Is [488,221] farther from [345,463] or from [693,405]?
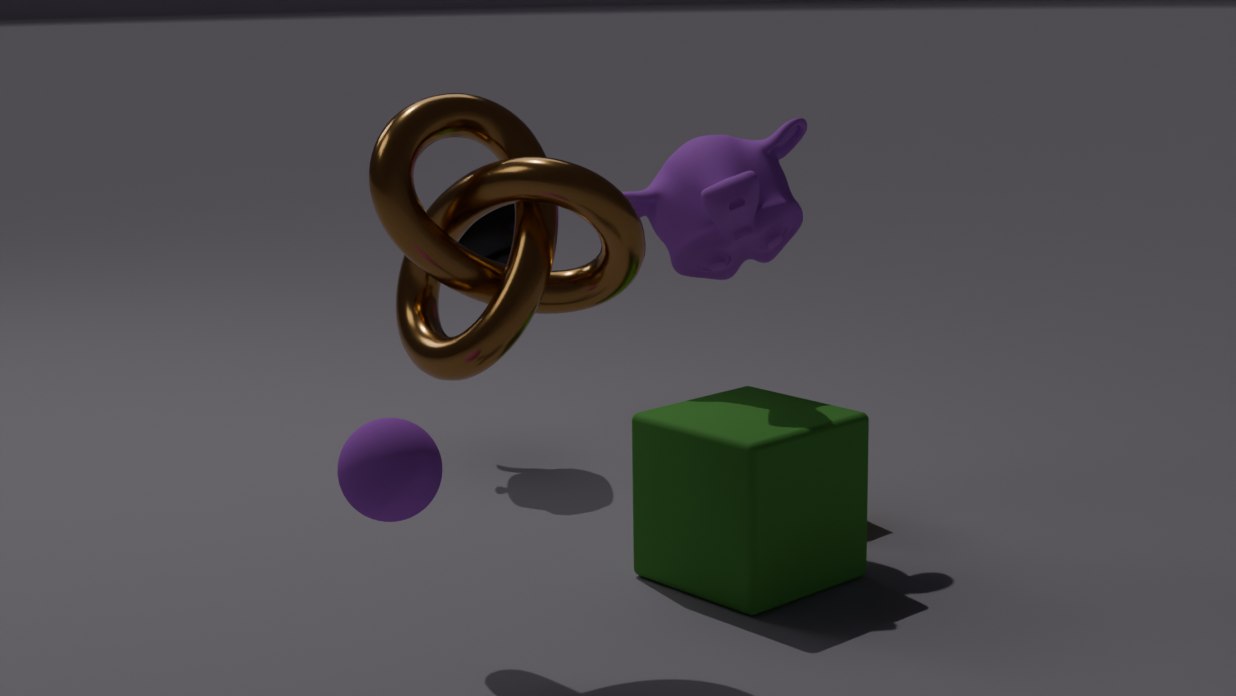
[345,463]
